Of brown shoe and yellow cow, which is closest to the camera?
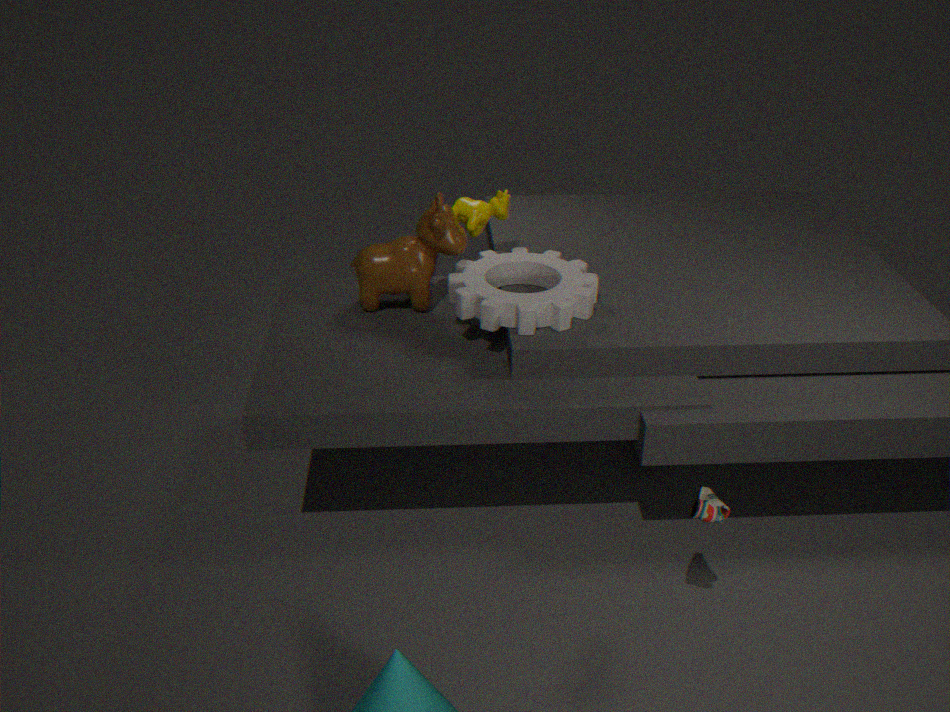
brown shoe
